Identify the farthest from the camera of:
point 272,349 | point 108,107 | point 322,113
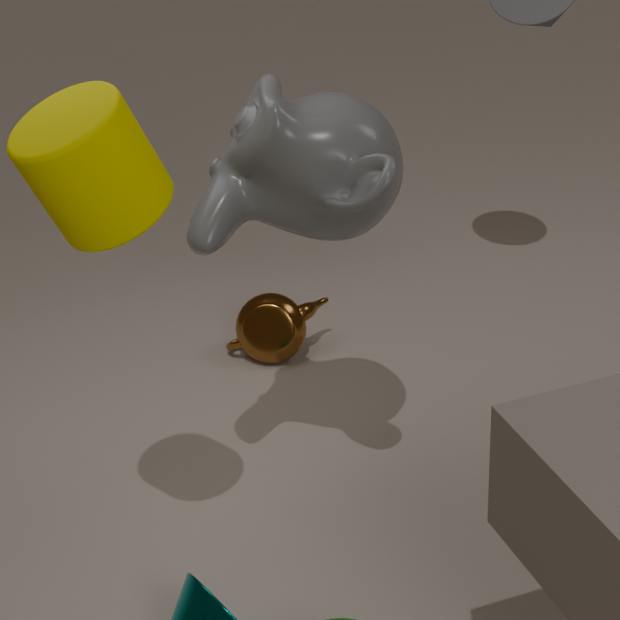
point 272,349
